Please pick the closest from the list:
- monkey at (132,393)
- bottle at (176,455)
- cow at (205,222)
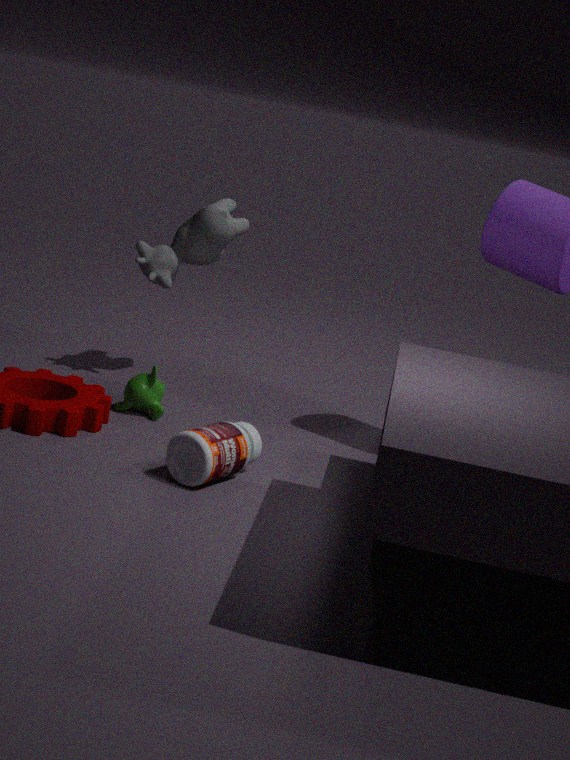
bottle at (176,455)
